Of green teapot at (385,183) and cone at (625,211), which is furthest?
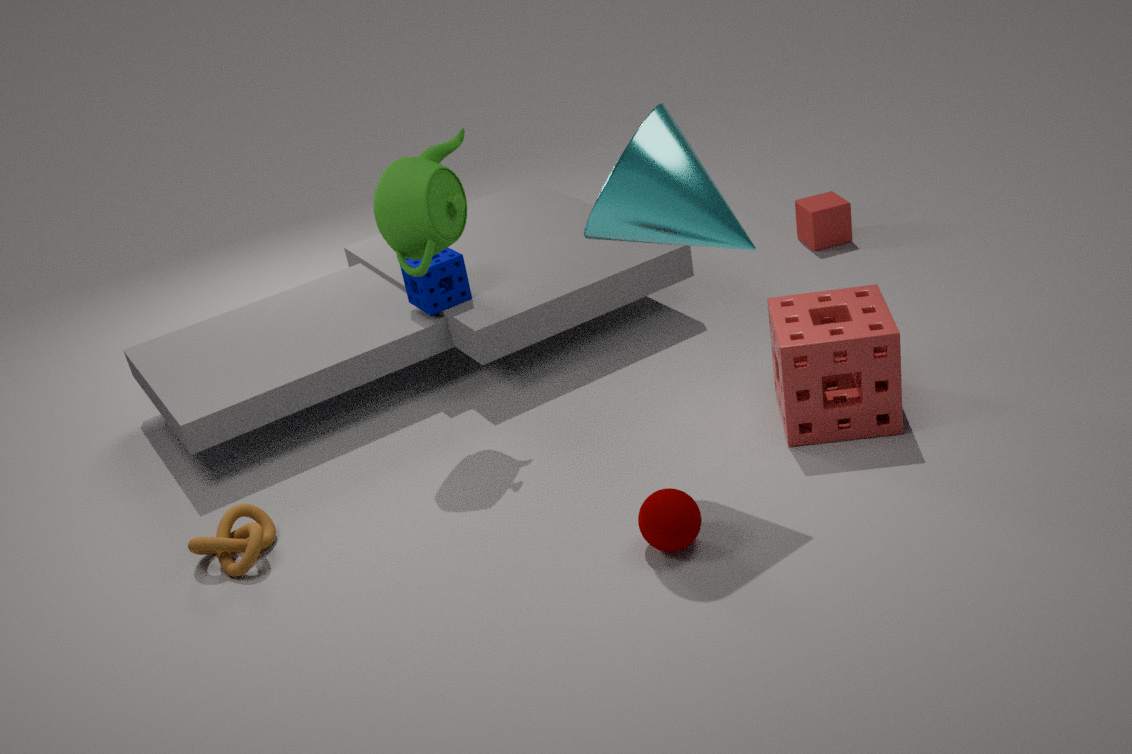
green teapot at (385,183)
